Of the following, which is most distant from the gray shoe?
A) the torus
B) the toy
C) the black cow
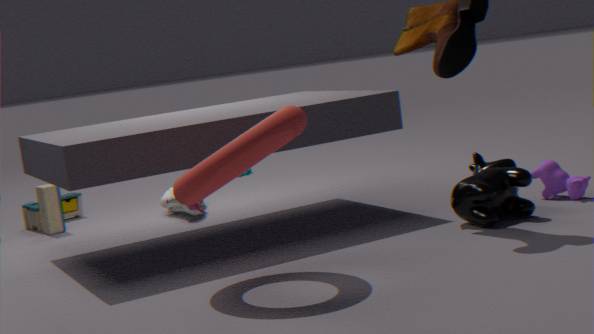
the black cow
